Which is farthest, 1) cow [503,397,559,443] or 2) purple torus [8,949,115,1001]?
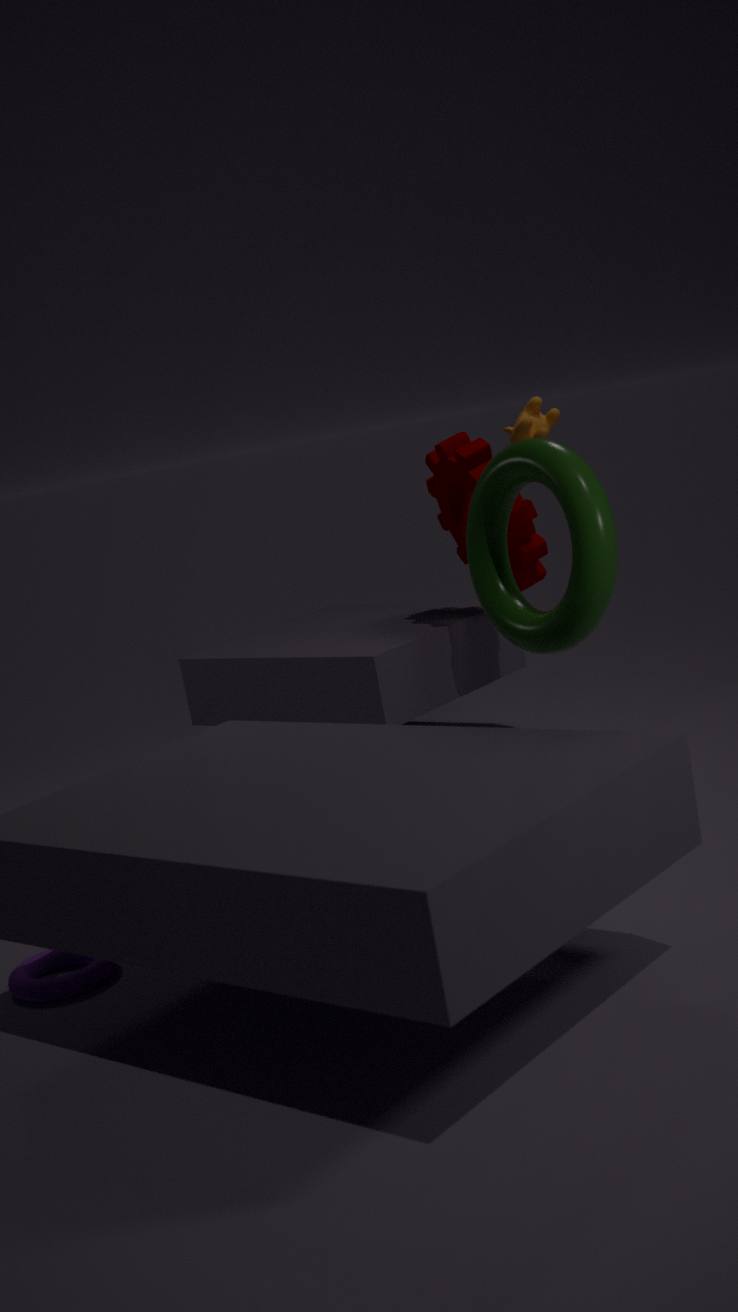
1. cow [503,397,559,443]
